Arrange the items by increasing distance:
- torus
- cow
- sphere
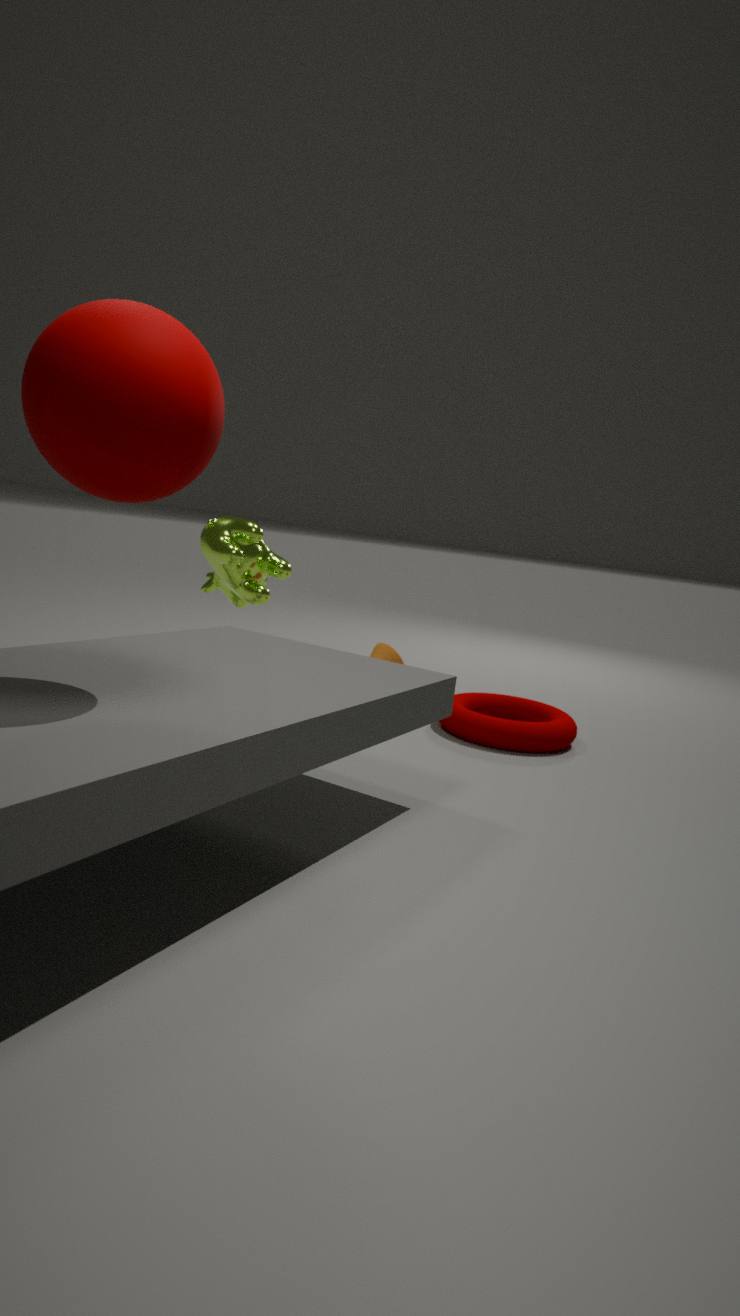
sphere
cow
torus
